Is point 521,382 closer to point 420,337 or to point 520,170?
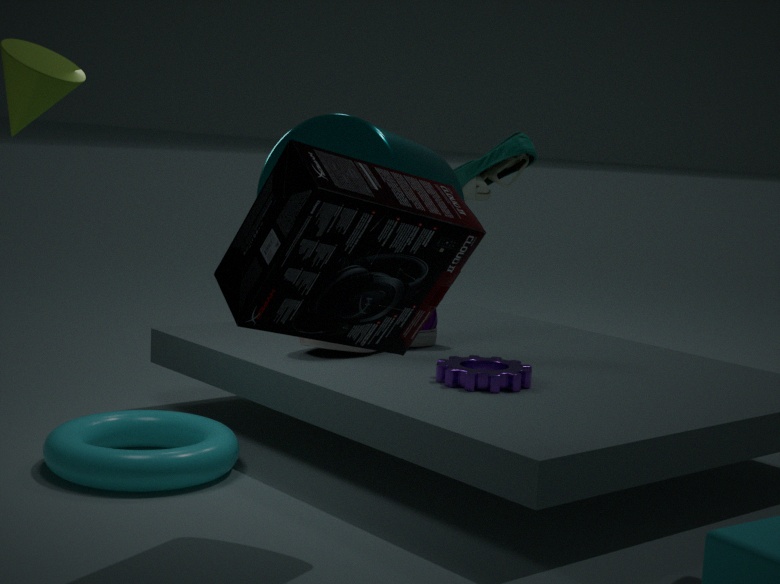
point 420,337
